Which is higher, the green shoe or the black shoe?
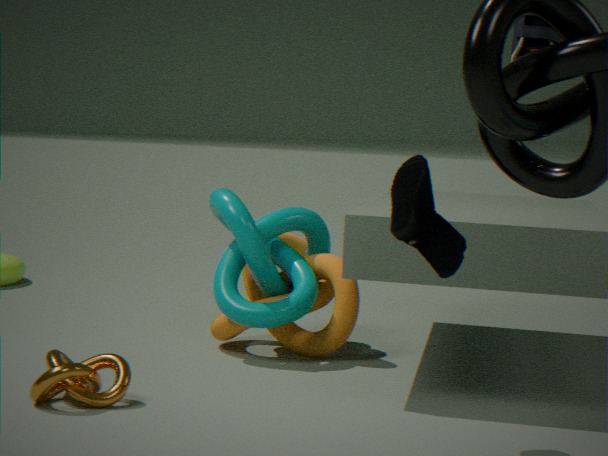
the black shoe
